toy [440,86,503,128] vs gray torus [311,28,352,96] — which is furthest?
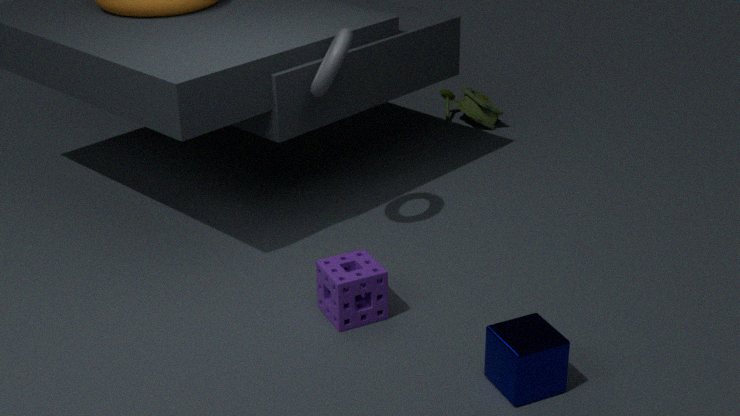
toy [440,86,503,128]
